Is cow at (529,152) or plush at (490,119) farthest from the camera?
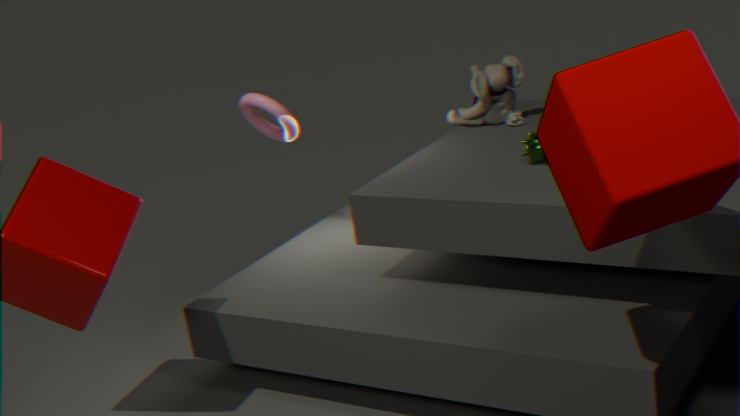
plush at (490,119)
